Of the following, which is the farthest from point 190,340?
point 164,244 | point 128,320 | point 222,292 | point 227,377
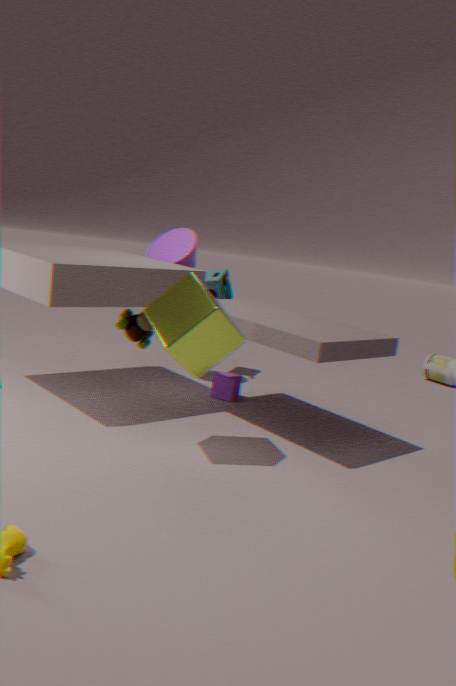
point 222,292
